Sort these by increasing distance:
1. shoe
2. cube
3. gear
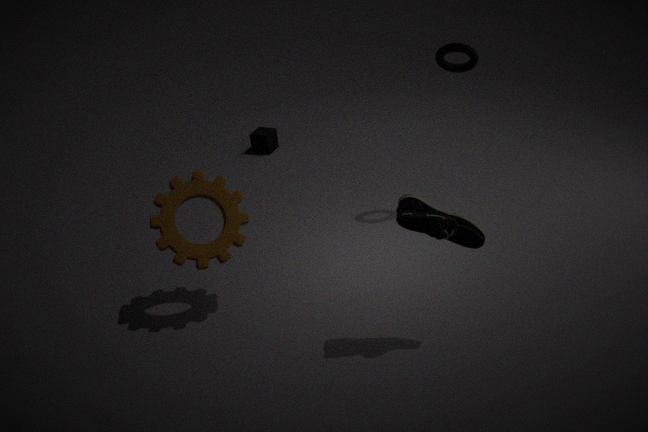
shoe
gear
cube
